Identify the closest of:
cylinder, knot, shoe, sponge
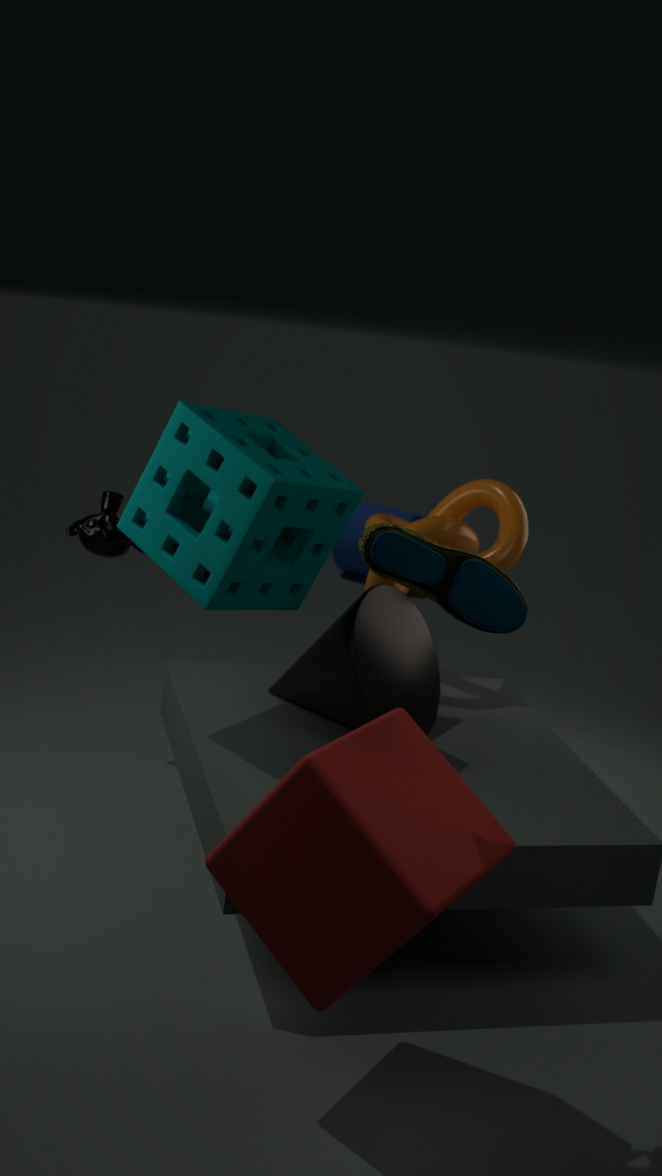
shoe
